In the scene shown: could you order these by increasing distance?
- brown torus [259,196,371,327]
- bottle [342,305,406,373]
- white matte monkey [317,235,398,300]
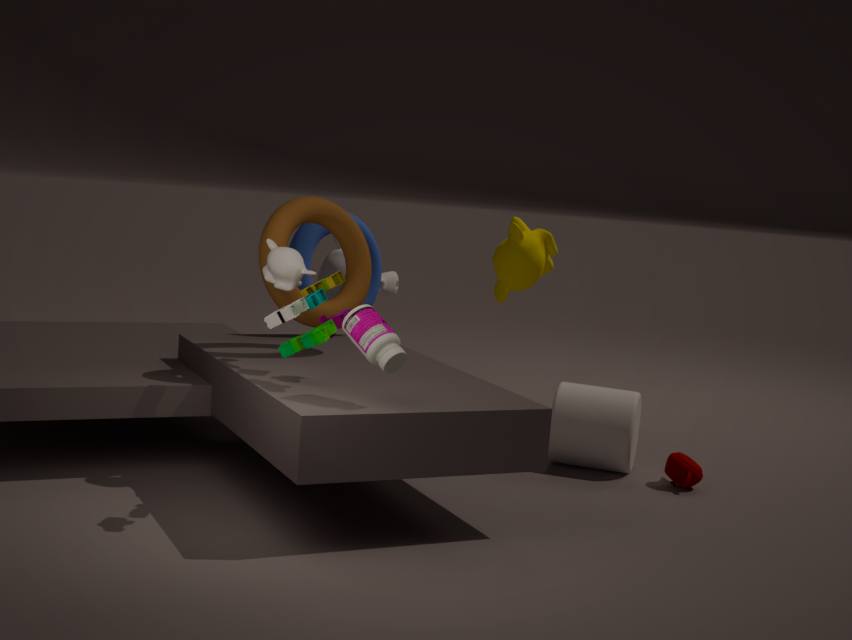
bottle [342,305,406,373] → brown torus [259,196,371,327] → white matte monkey [317,235,398,300]
